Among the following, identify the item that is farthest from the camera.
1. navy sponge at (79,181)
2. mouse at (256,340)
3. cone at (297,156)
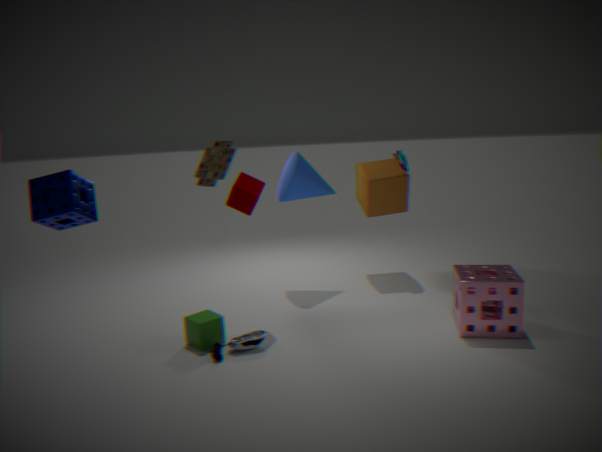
cone at (297,156)
